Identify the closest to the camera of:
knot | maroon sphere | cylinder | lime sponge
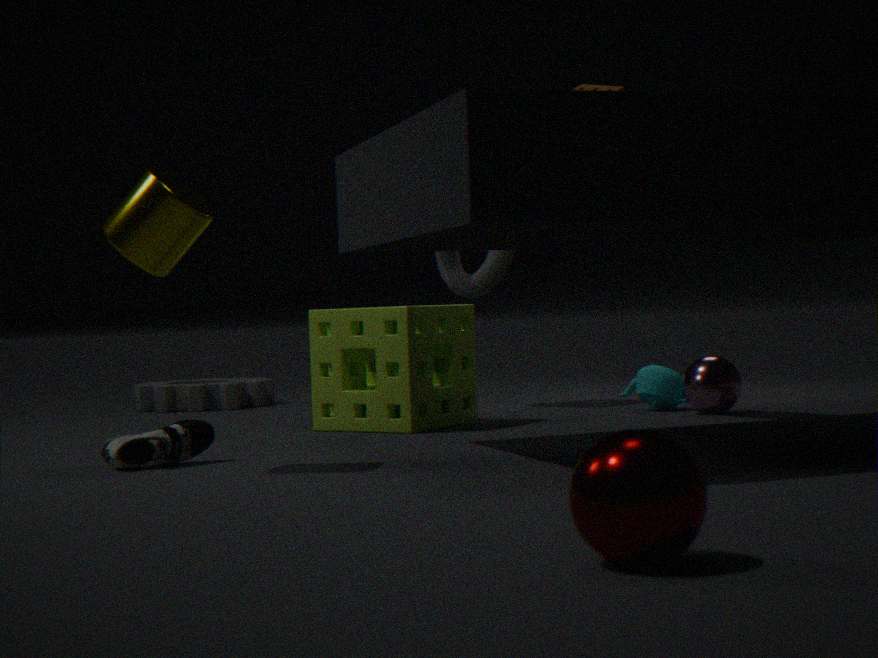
maroon sphere
